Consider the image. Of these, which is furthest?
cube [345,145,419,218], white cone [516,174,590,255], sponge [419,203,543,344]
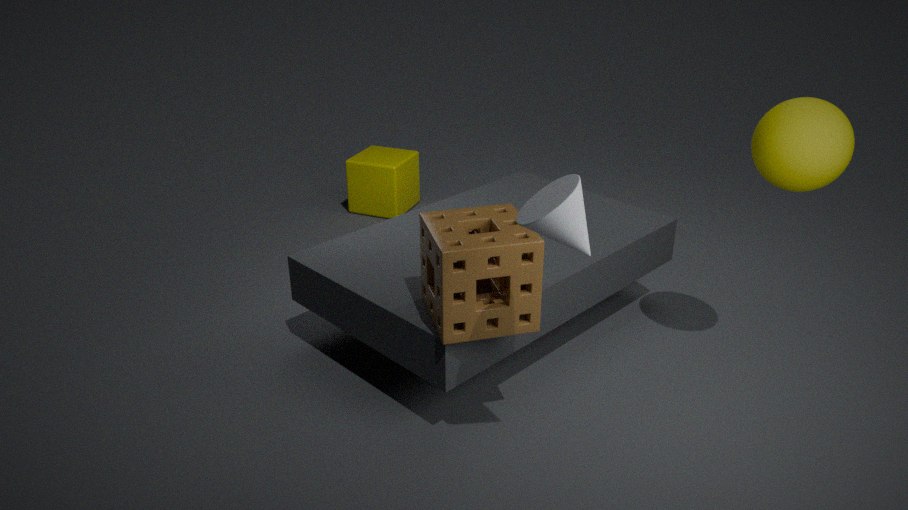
cube [345,145,419,218]
